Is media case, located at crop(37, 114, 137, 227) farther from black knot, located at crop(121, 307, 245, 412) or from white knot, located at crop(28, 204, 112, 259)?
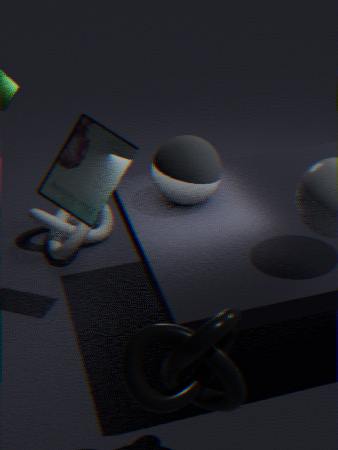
black knot, located at crop(121, 307, 245, 412)
